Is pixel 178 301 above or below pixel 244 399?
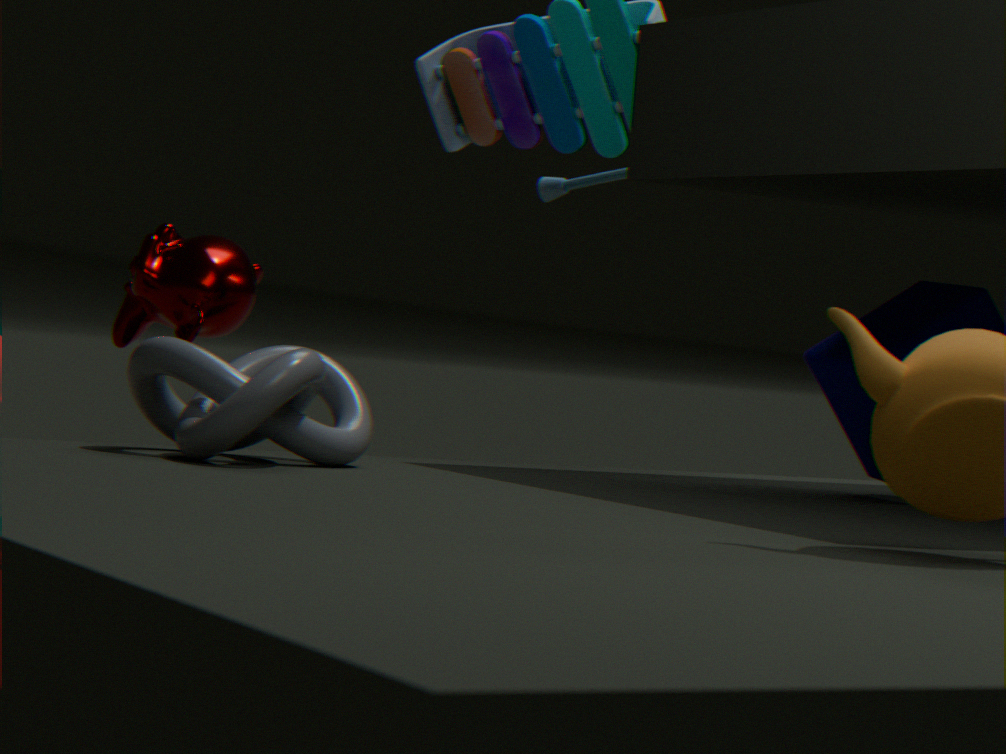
above
